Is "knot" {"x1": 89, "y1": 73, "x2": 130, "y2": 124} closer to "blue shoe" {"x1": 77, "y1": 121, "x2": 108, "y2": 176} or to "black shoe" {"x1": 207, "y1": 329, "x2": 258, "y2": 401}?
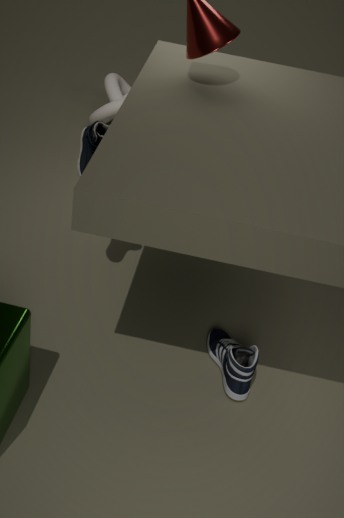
"blue shoe" {"x1": 77, "y1": 121, "x2": 108, "y2": 176}
